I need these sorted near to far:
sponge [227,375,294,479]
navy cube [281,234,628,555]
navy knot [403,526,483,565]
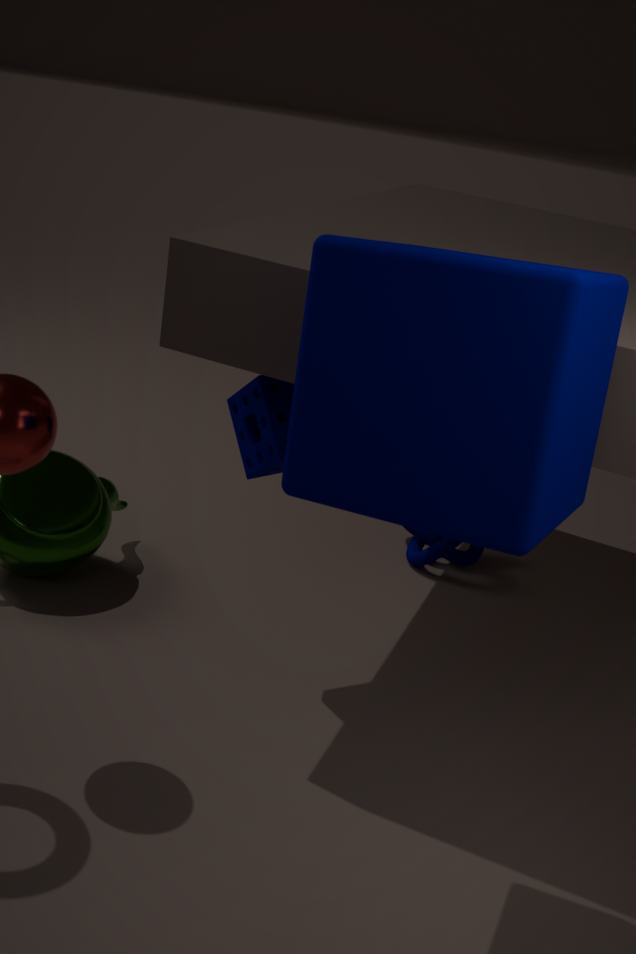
navy cube [281,234,628,555] → sponge [227,375,294,479] → navy knot [403,526,483,565]
